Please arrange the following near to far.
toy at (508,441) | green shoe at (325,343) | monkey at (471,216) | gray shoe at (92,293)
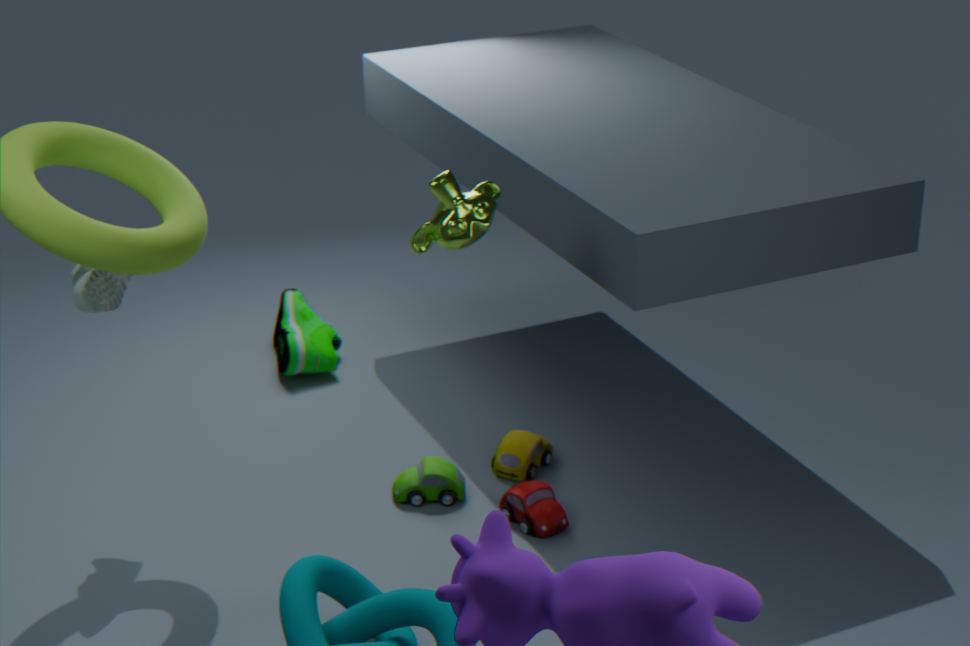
monkey at (471,216)
gray shoe at (92,293)
toy at (508,441)
green shoe at (325,343)
